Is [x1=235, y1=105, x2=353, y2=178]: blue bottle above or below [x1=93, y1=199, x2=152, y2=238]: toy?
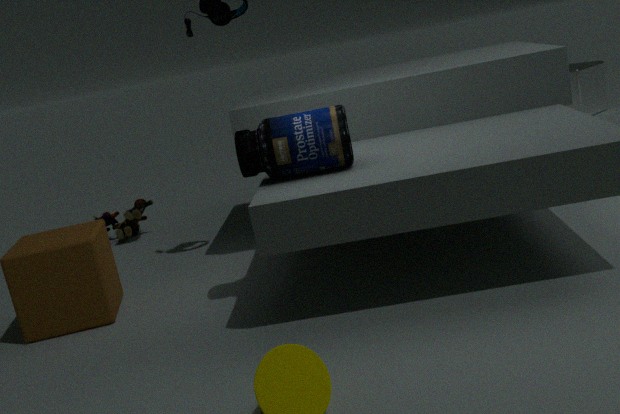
above
